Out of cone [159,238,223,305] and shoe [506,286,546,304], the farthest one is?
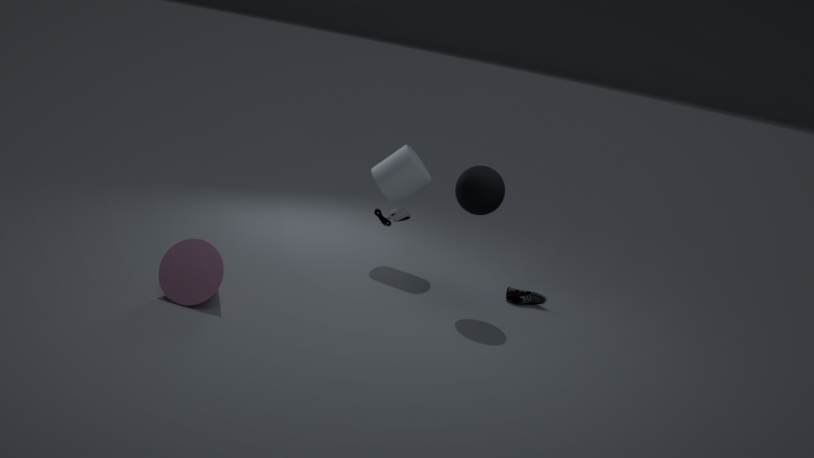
shoe [506,286,546,304]
